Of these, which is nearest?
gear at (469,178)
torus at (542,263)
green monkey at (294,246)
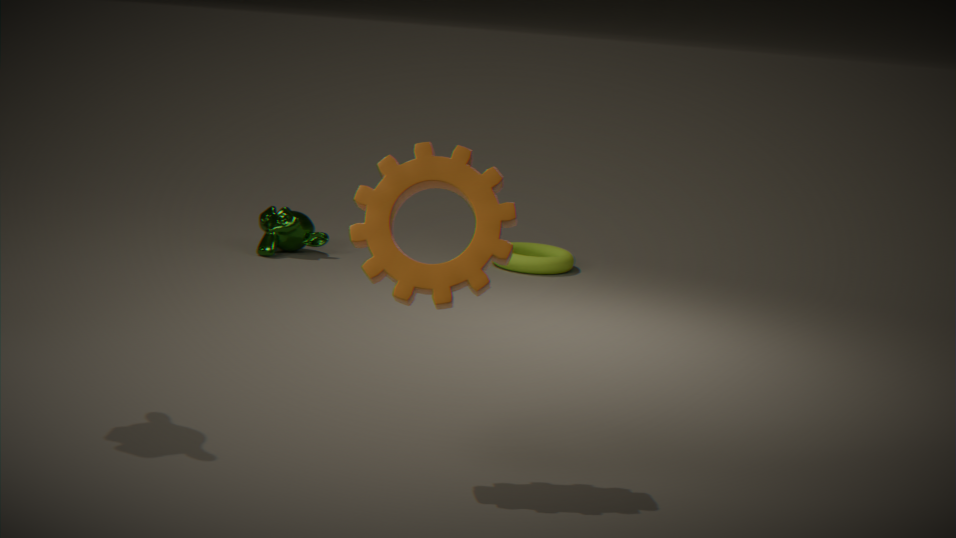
gear at (469,178)
